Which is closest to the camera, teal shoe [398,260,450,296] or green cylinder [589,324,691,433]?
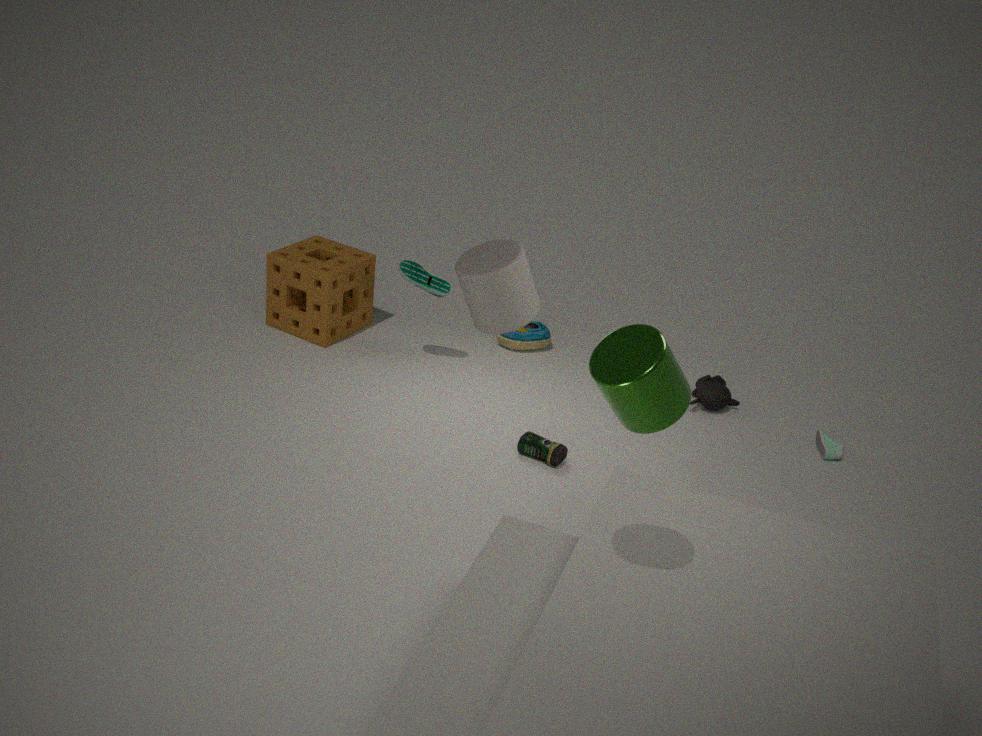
green cylinder [589,324,691,433]
